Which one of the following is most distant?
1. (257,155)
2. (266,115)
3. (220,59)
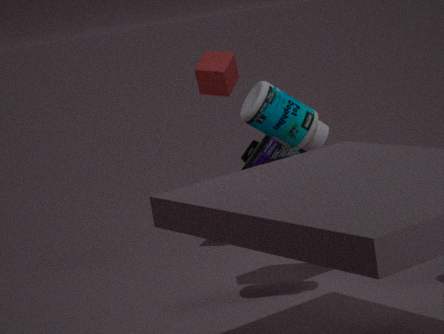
(220,59)
